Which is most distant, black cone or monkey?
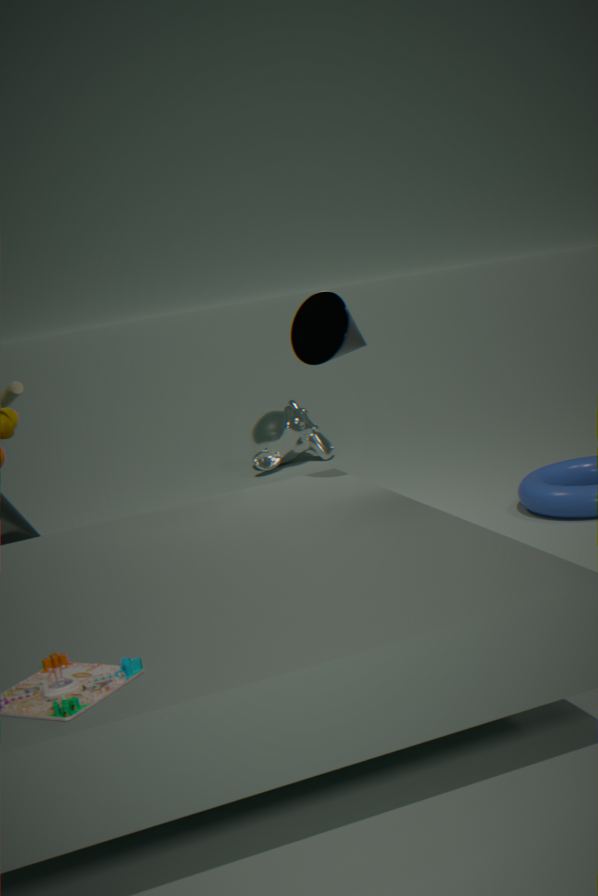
monkey
